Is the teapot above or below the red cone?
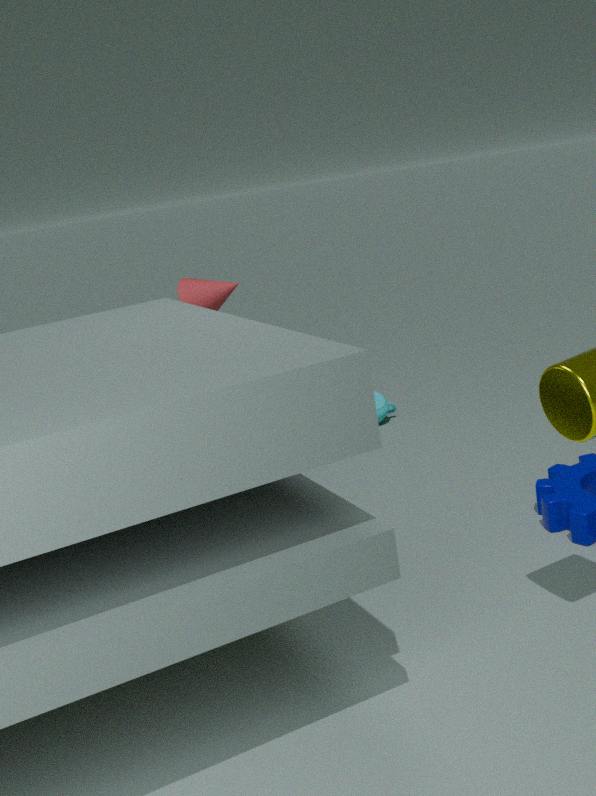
below
